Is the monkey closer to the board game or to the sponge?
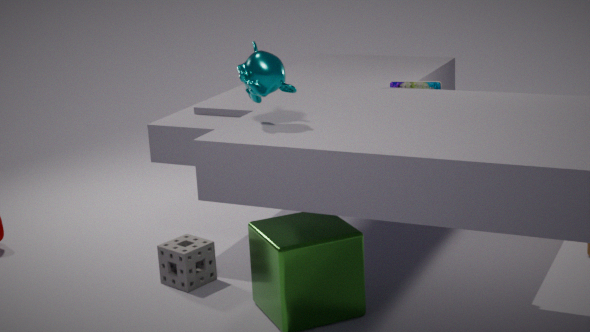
the board game
